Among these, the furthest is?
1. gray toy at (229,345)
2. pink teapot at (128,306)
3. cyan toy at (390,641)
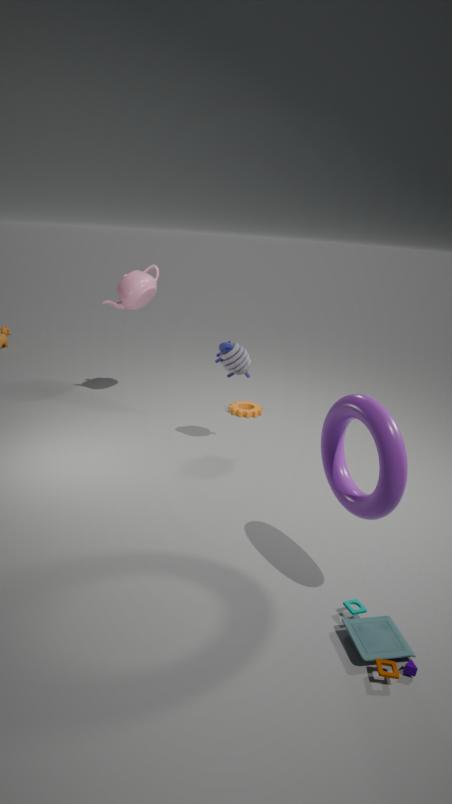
pink teapot at (128,306)
